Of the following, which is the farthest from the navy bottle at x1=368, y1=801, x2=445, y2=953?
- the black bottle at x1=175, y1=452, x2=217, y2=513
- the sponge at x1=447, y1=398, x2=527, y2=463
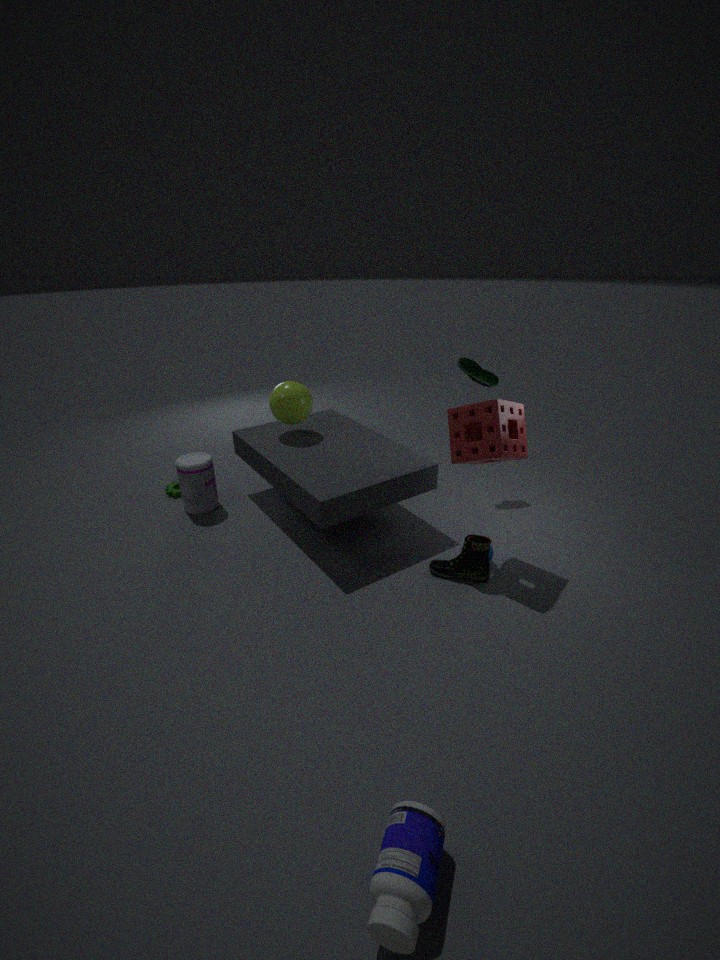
the black bottle at x1=175, y1=452, x2=217, y2=513
